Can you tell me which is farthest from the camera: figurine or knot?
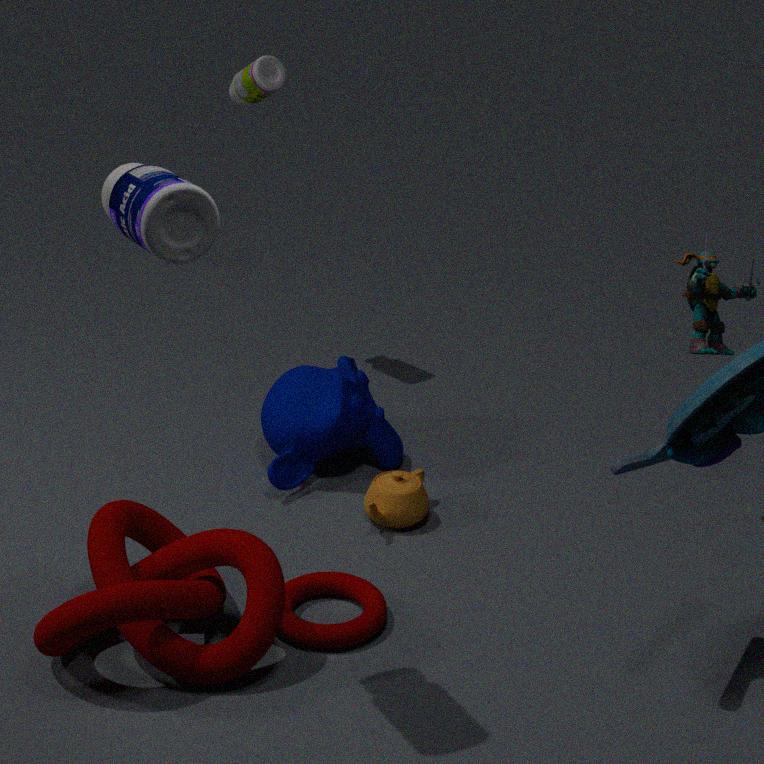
figurine
